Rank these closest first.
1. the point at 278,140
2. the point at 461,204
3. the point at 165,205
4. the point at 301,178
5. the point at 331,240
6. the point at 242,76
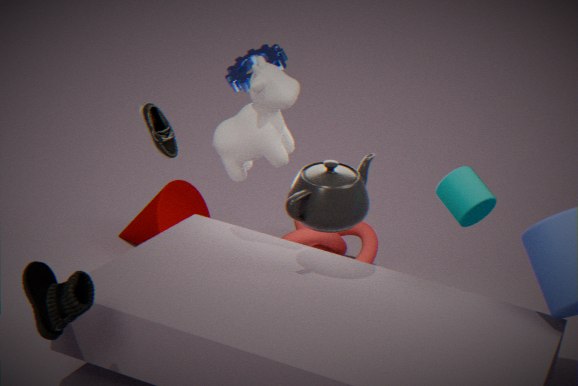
the point at 461,204 < the point at 301,178 < the point at 278,140 < the point at 242,76 < the point at 165,205 < the point at 331,240
